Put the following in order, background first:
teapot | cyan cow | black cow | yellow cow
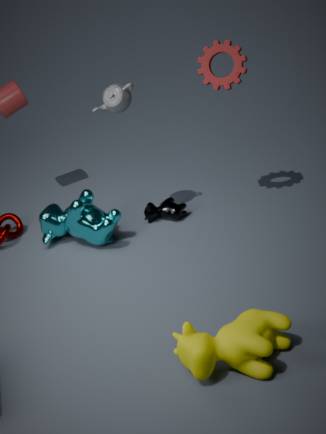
black cow, cyan cow, teapot, yellow cow
